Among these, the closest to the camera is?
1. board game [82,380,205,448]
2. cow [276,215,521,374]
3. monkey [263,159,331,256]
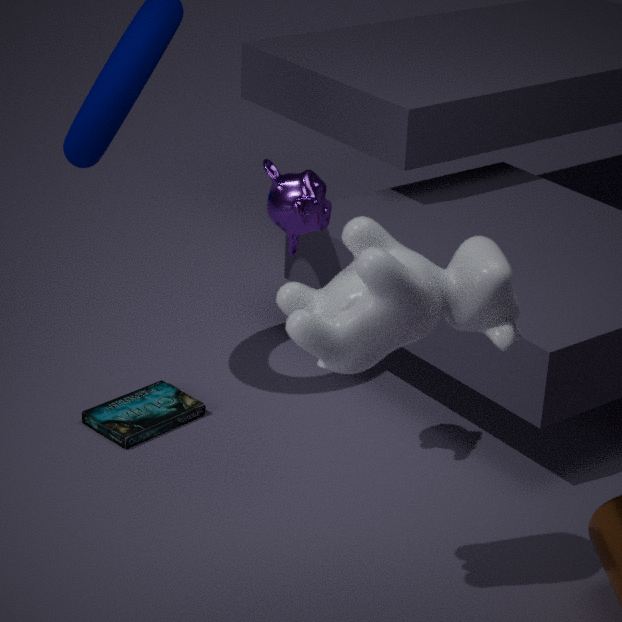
cow [276,215,521,374]
